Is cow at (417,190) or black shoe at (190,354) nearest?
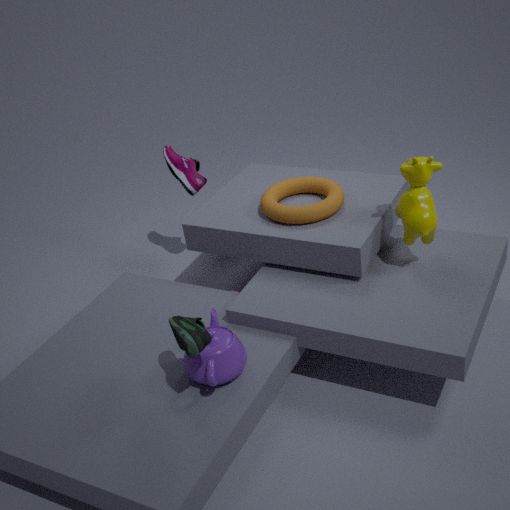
black shoe at (190,354)
